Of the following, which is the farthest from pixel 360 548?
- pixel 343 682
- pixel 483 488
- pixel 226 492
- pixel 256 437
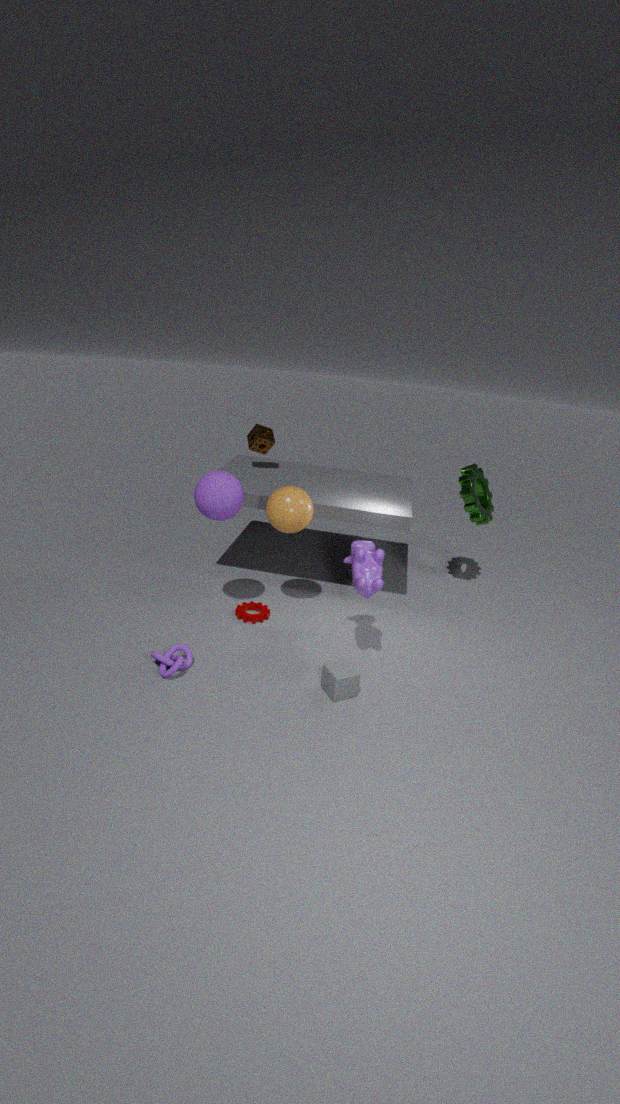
pixel 256 437
